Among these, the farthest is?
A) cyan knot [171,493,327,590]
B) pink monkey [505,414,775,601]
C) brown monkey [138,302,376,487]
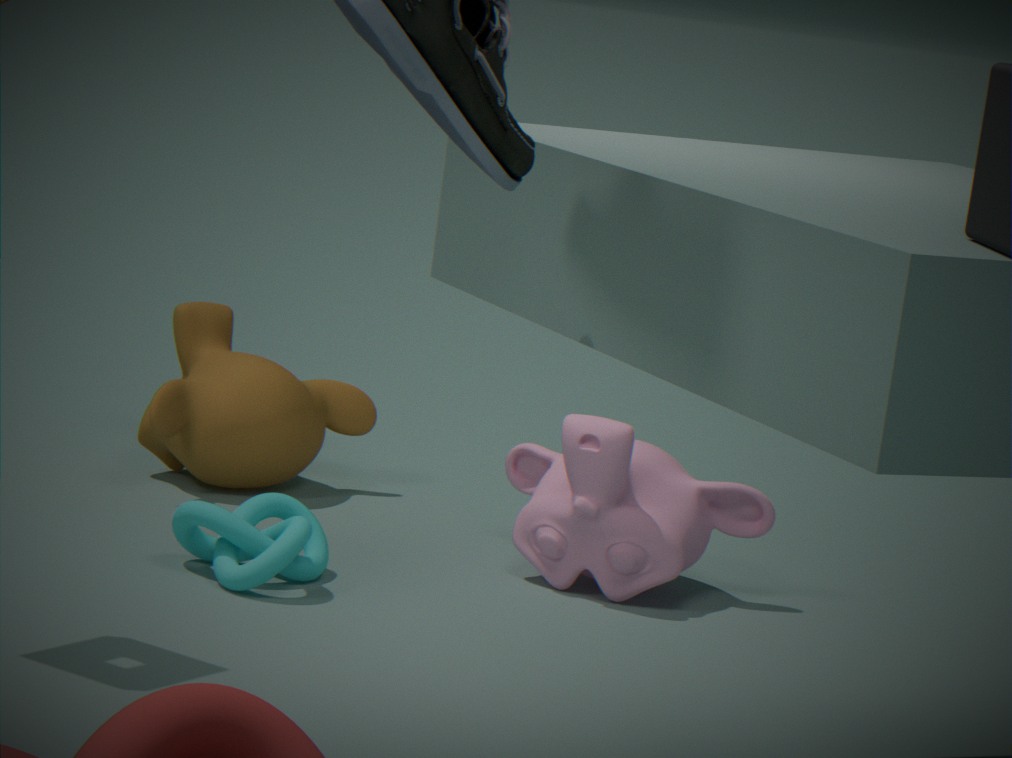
C. brown monkey [138,302,376,487]
